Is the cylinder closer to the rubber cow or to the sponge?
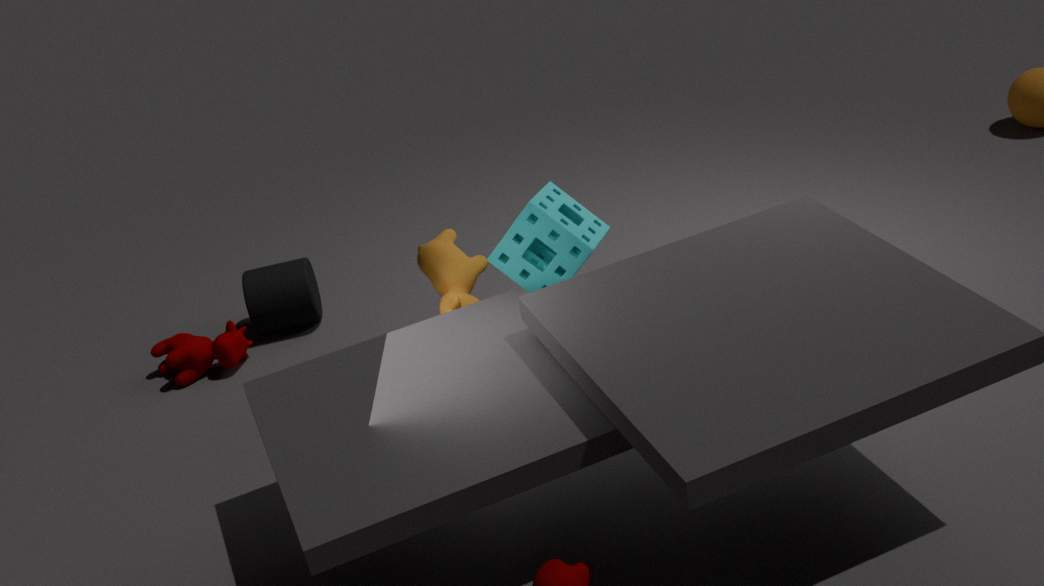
the rubber cow
